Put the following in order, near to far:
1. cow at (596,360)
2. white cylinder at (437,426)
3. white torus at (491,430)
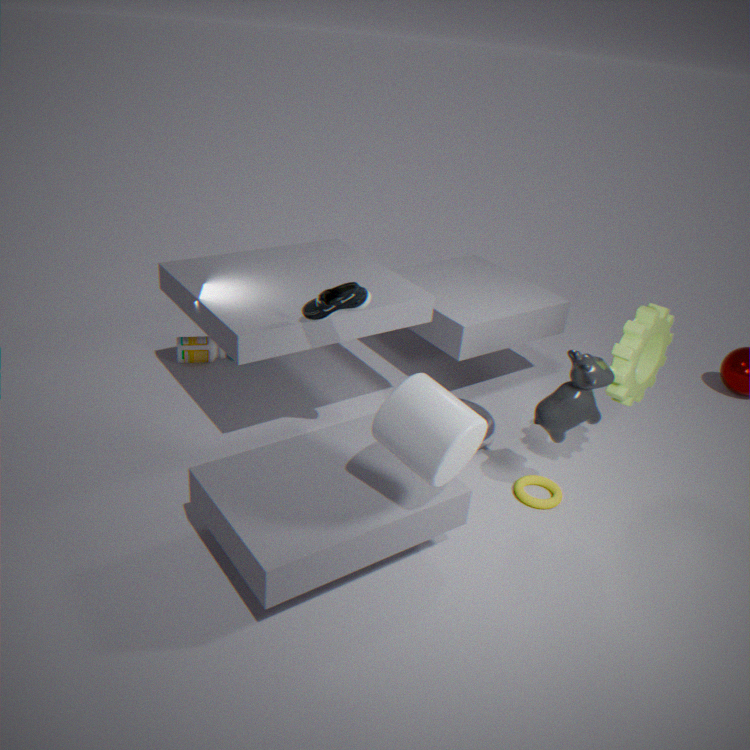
white cylinder at (437,426)
cow at (596,360)
white torus at (491,430)
